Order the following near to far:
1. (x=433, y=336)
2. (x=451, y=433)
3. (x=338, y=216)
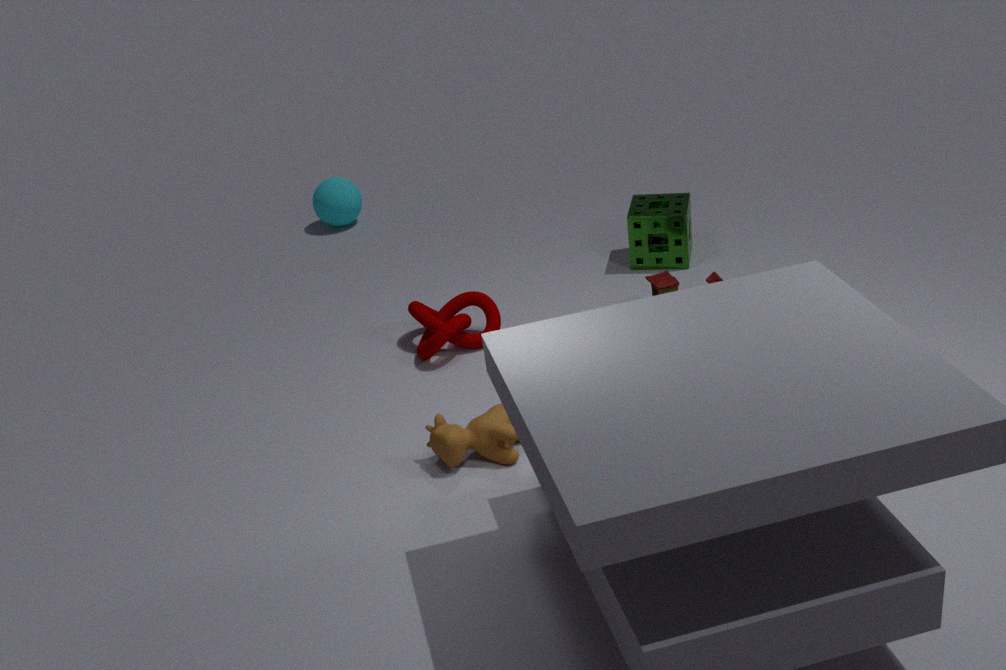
(x=451, y=433), (x=433, y=336), (x=338, y=216)
